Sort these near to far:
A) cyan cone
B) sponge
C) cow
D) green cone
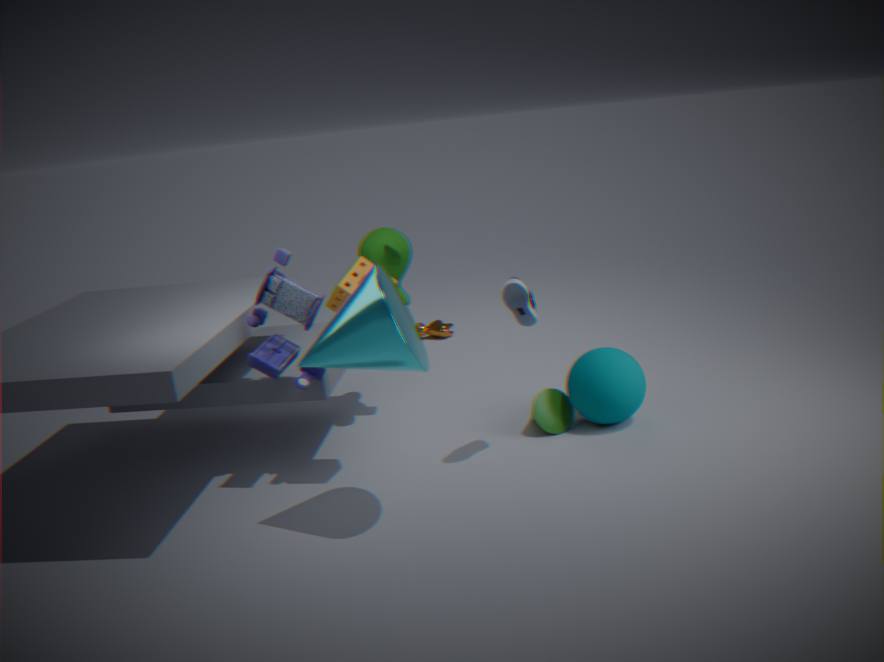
cyan cone, sponge, green cone, cow
